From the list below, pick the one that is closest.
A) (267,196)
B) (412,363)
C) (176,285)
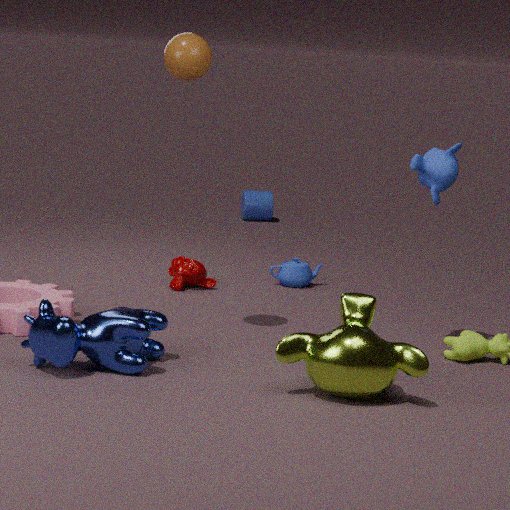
(412,363)
